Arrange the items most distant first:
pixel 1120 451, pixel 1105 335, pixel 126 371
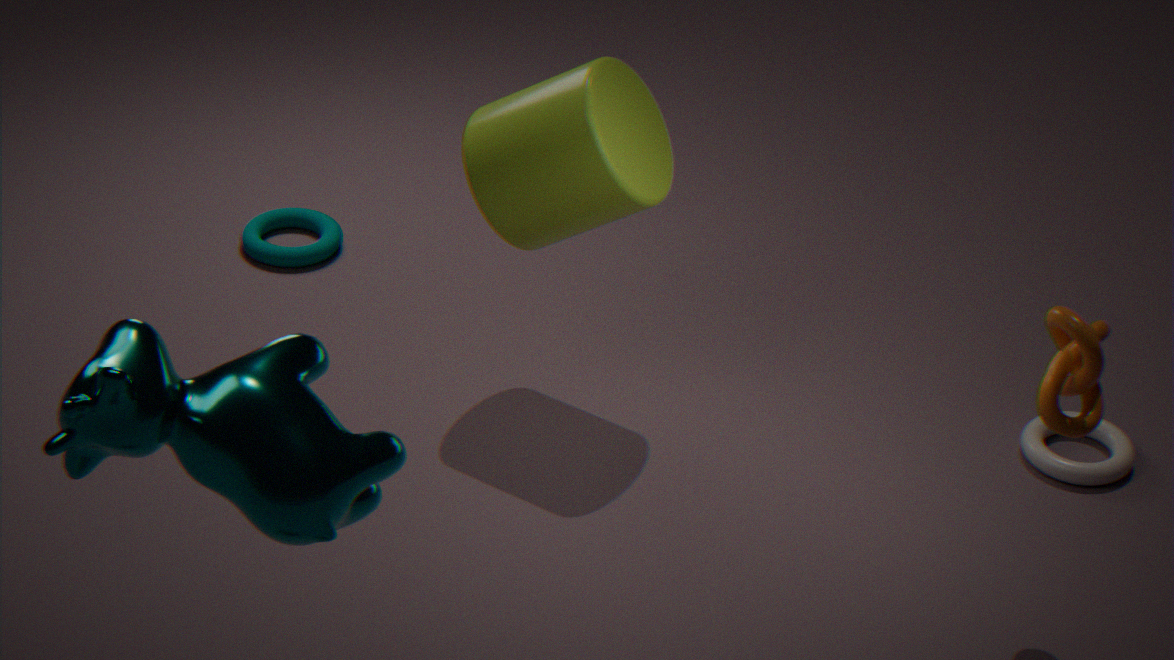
pixel 1120 451
pixel 1105 335
pixel 126 371
